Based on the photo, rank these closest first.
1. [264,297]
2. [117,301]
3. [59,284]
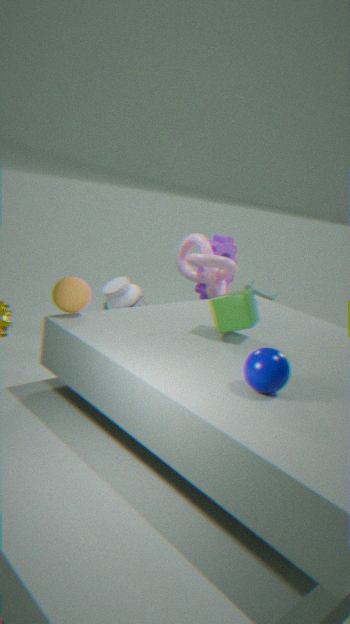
1. [59,284]
2. [117,301]
3. [264,297]
